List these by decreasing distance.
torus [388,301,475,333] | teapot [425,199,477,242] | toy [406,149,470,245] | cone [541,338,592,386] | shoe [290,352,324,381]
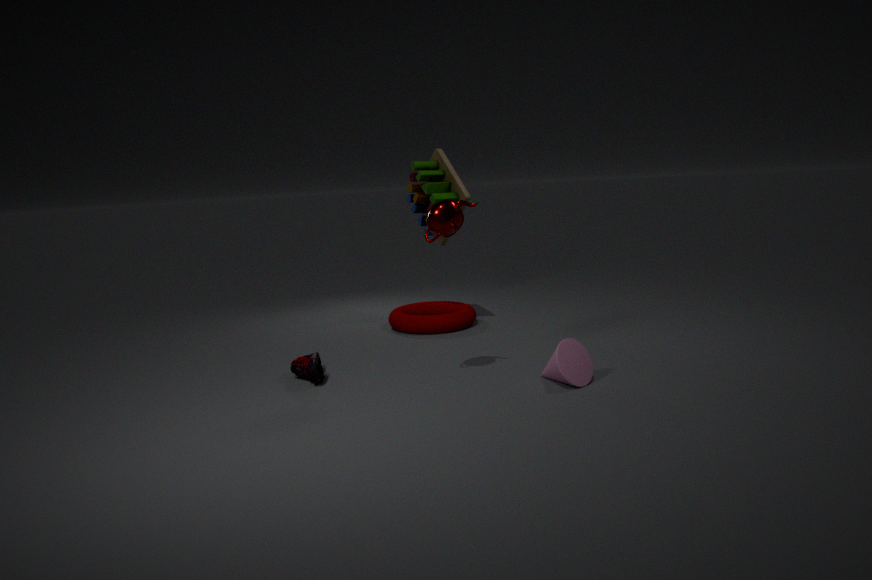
1. torus [388,301,475,333]
2. toy [406,149,470,245]
3. shoe [290,352,324,381]
4. cone [541,338,592,386]
5. teapot [425,199,477,242]
